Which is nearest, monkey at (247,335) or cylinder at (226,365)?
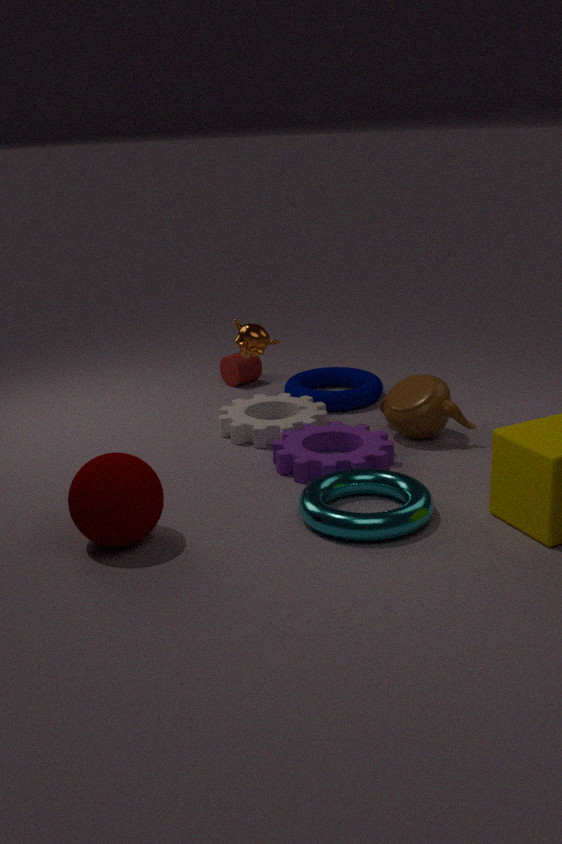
monkey at (247,335)
